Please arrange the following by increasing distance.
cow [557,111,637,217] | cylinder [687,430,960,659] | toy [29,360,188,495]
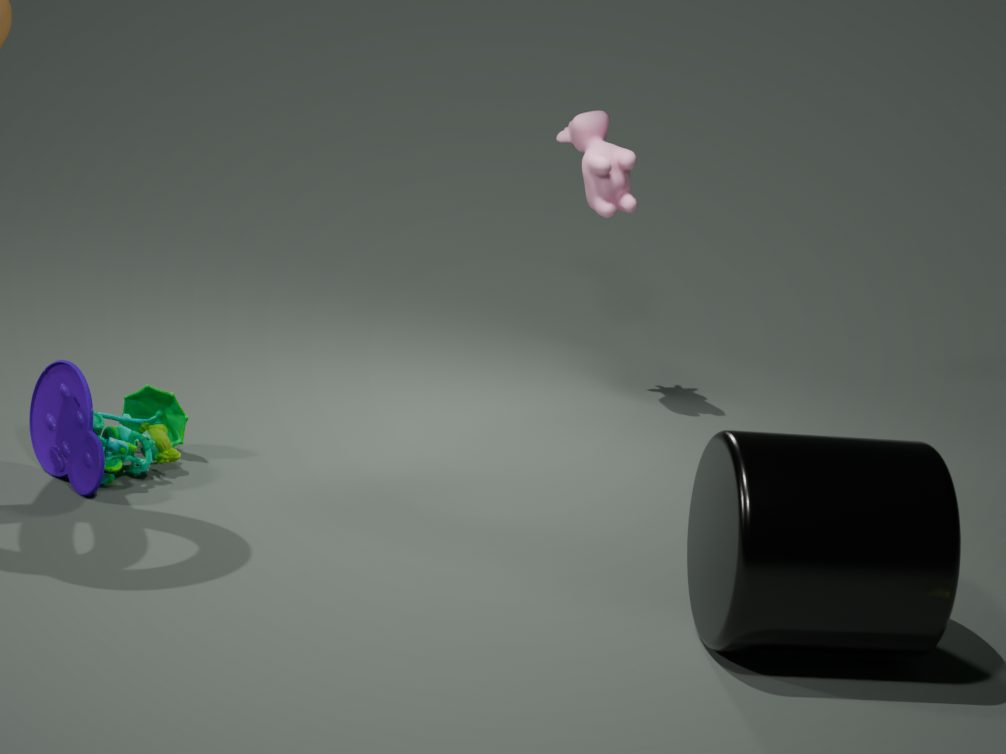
cylinder [687,430,960,659] < toy [29,360,188,495] < cow [557,111,637,217]
